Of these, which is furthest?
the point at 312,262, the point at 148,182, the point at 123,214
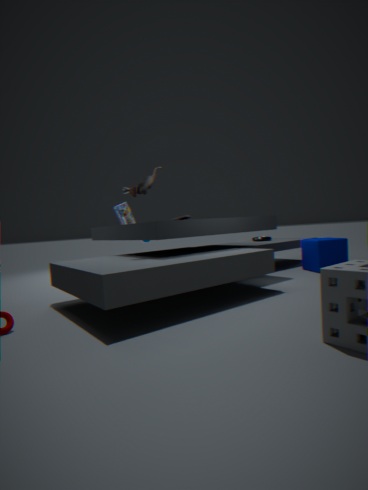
the point at 123,214
